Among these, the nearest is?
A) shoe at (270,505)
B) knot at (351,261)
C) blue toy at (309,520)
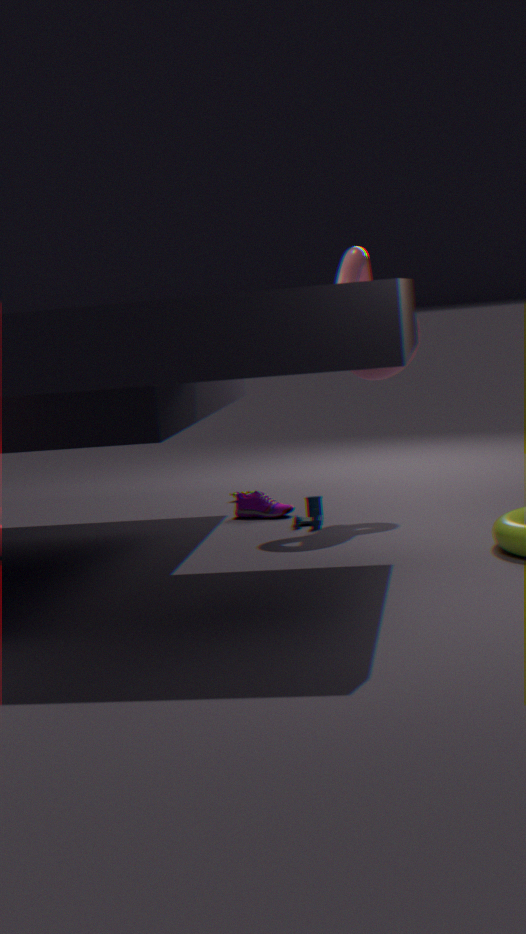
knot at (351,261)
